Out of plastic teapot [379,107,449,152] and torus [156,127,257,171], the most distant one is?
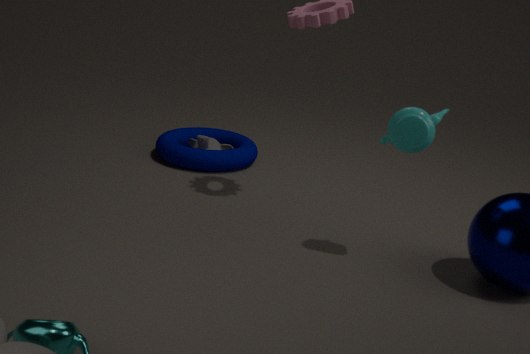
torus [156,127,257,171]
